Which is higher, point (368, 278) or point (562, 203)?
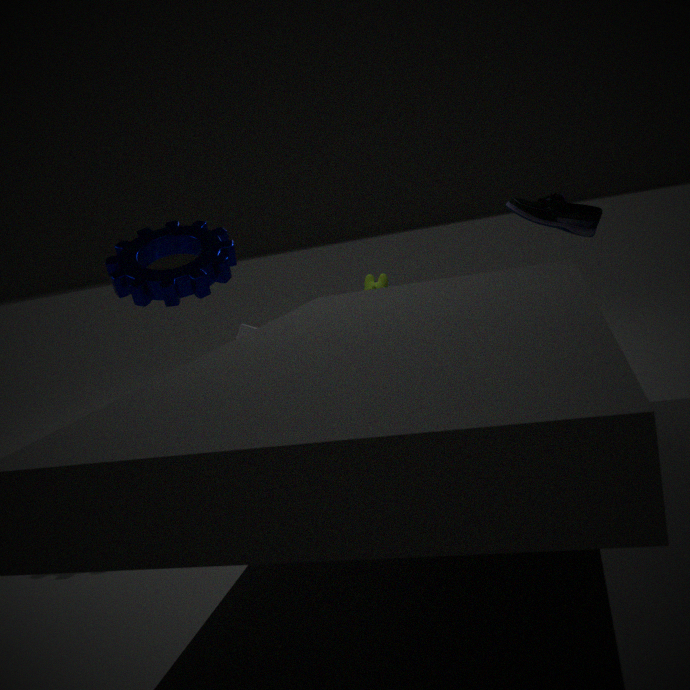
point (562, 203)
